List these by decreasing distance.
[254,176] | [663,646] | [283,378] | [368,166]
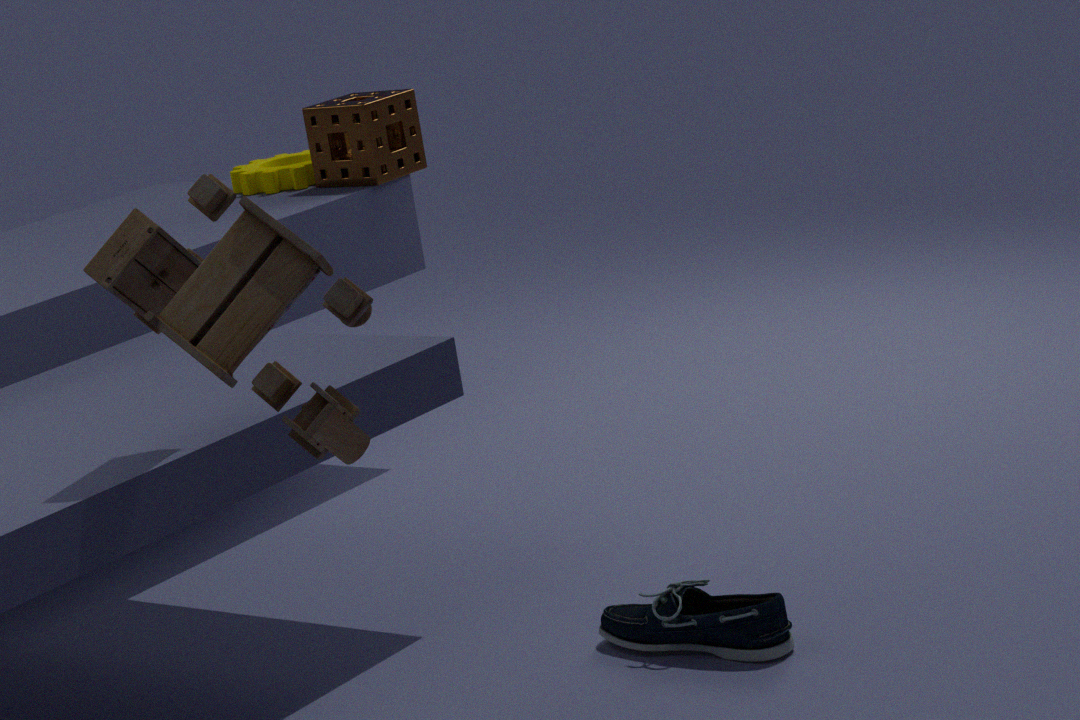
[254,176]
[368,166]
[663,646]
[283,378]
